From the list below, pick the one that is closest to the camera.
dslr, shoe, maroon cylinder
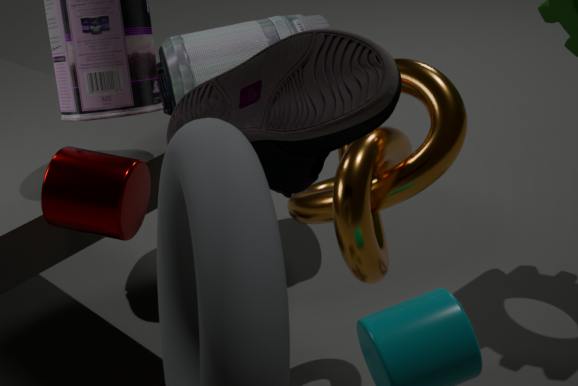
shoe
